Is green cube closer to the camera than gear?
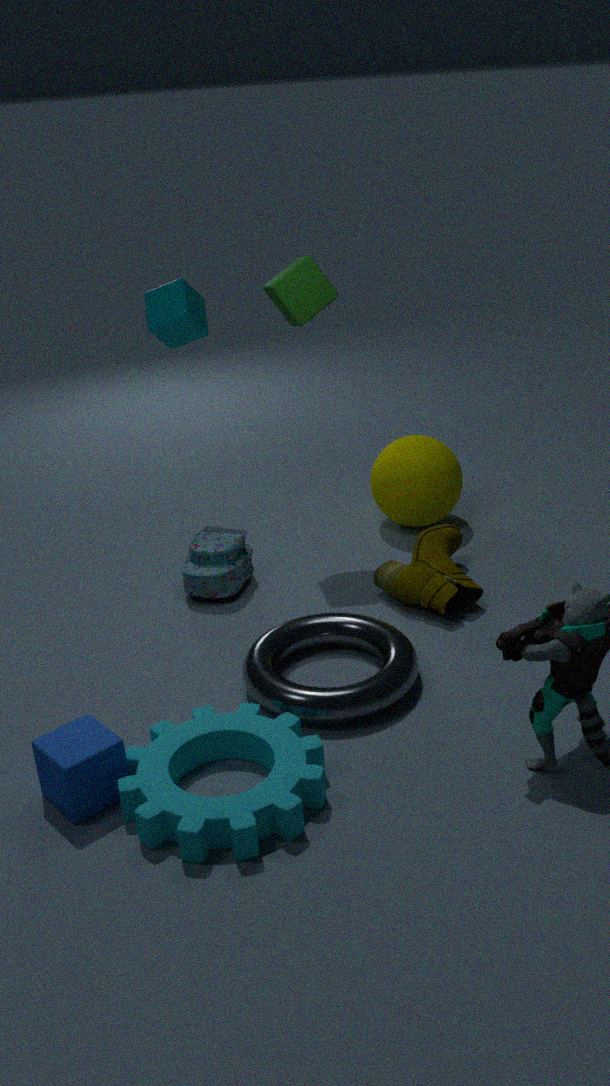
No
